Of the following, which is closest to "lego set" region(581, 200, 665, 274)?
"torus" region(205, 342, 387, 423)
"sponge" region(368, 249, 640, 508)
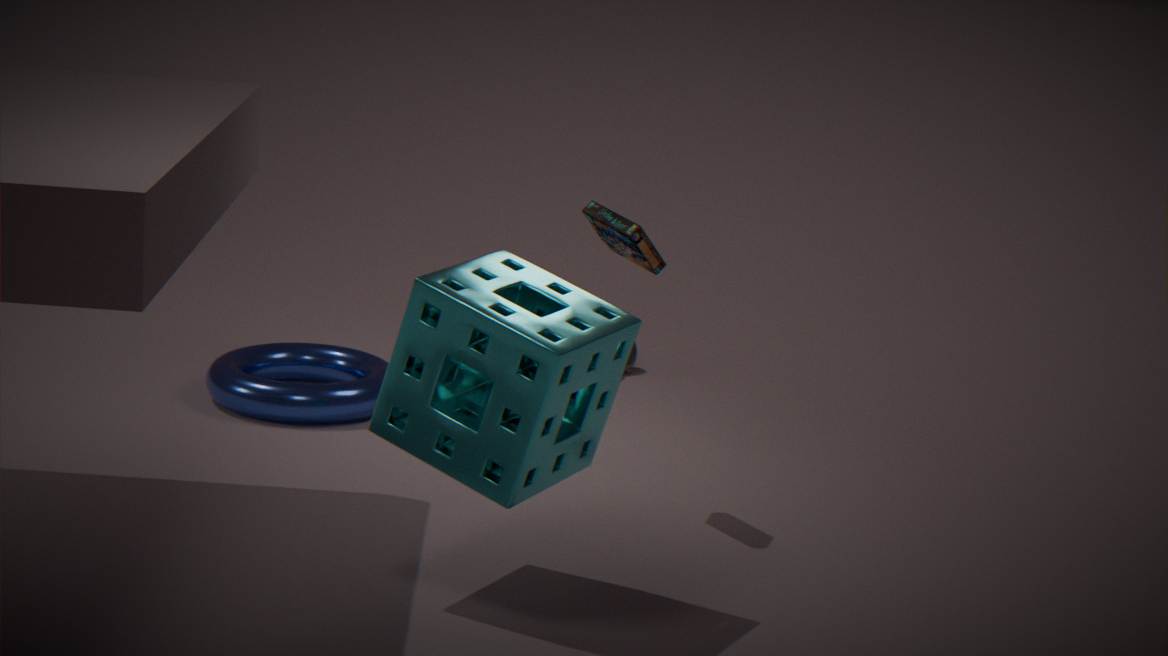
"sponge" region(368, 249, 640, 508)
